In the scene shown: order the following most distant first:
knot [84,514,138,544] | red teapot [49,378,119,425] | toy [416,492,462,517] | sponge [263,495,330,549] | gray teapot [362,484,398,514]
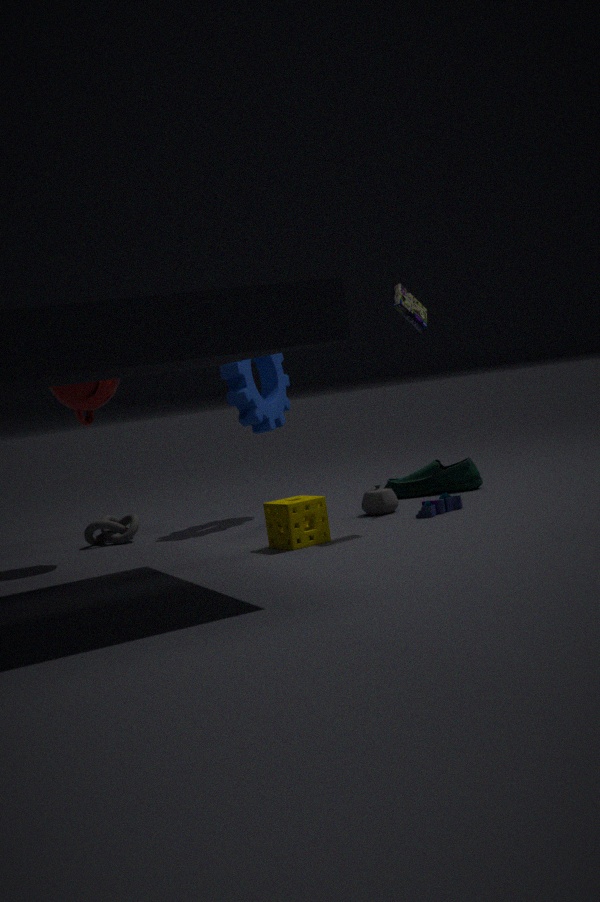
knot [84,514,138,544] < gray teapot [362,484,398,514] < red teapot [49,378,119,425] < toy [416,492,462,517] < sponge [263,495,330,549]
